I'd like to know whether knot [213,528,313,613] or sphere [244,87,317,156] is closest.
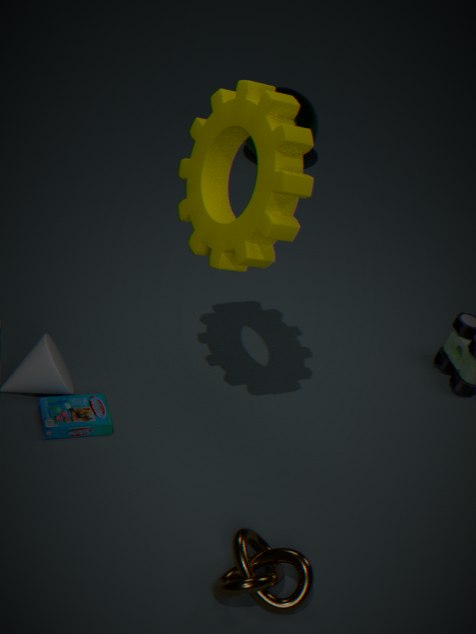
knot [213,528,313,613]
